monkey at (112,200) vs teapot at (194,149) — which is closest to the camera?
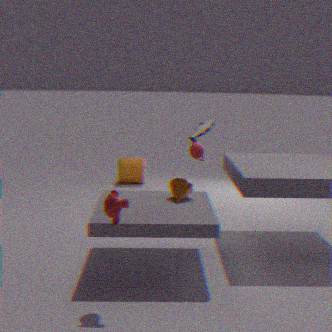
monkey at (112,200)
